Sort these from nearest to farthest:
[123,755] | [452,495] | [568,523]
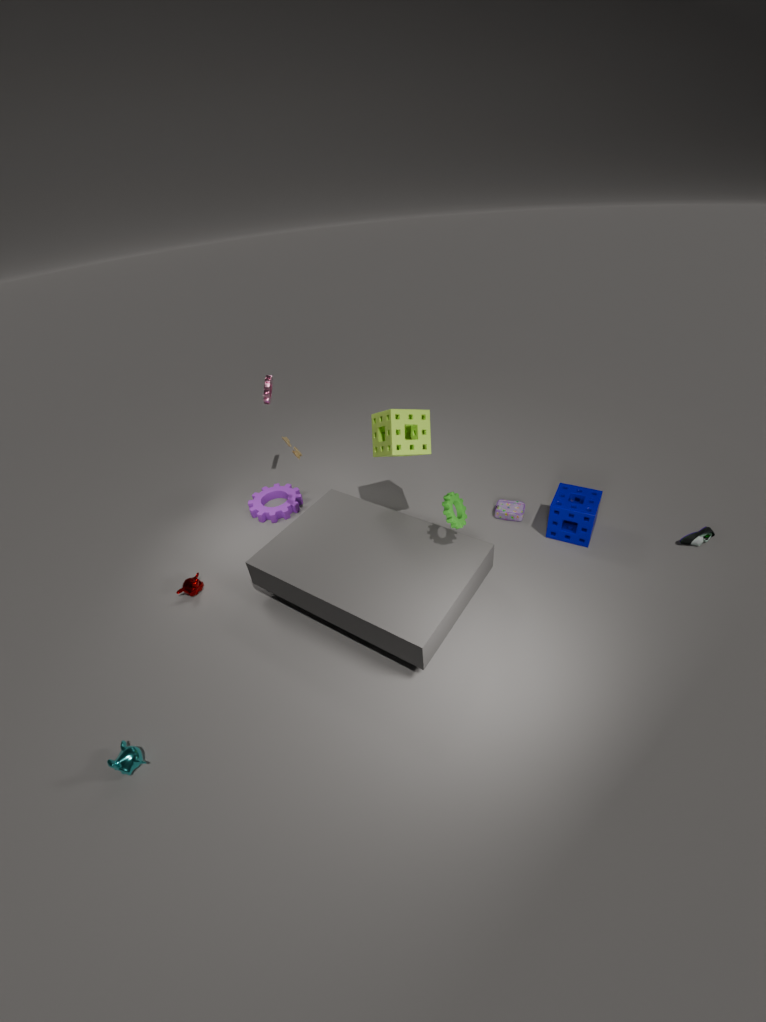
1. [123,755]
2. [452,495]
3. [568,523]
